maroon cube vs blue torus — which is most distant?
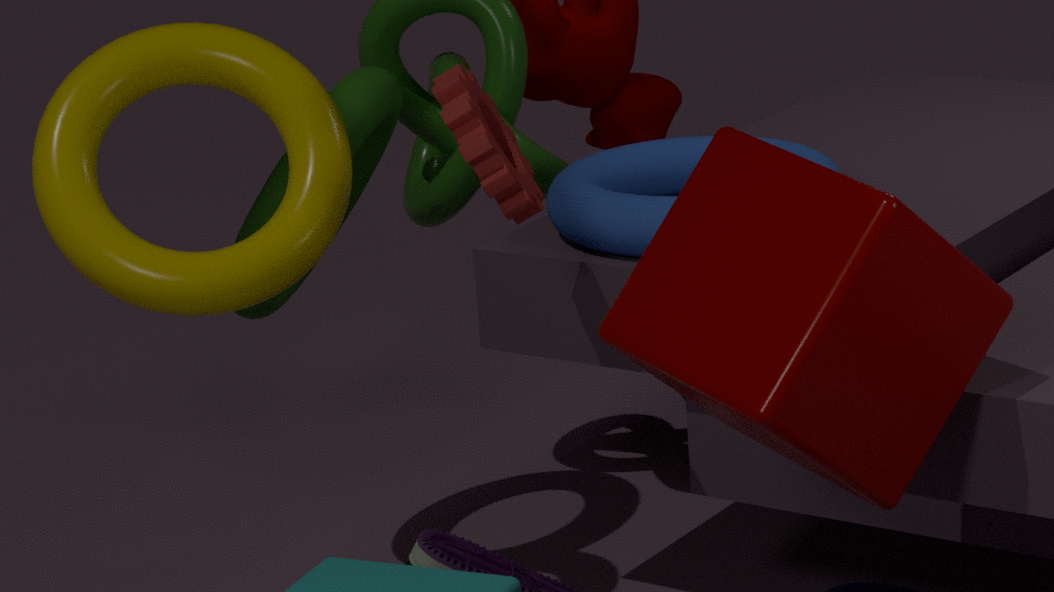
blue torus
